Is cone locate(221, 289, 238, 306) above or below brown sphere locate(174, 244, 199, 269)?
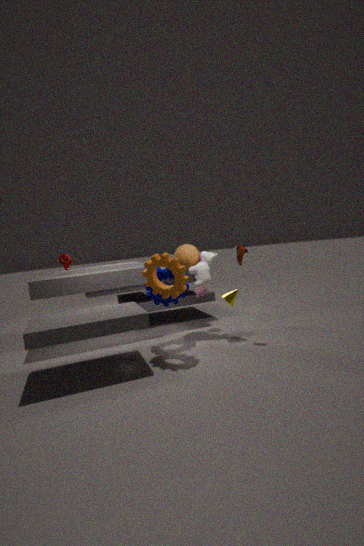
below
